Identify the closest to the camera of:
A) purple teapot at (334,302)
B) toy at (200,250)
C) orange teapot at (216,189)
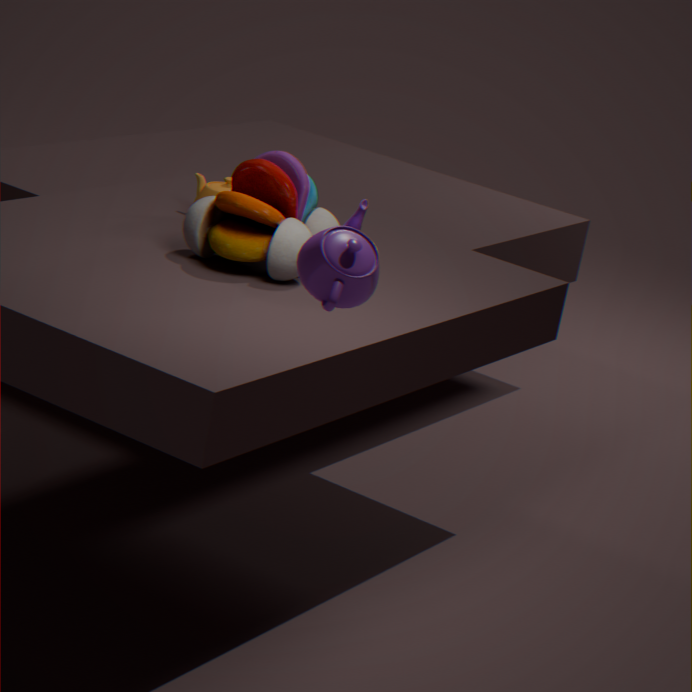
purple teapot at (334,302)
